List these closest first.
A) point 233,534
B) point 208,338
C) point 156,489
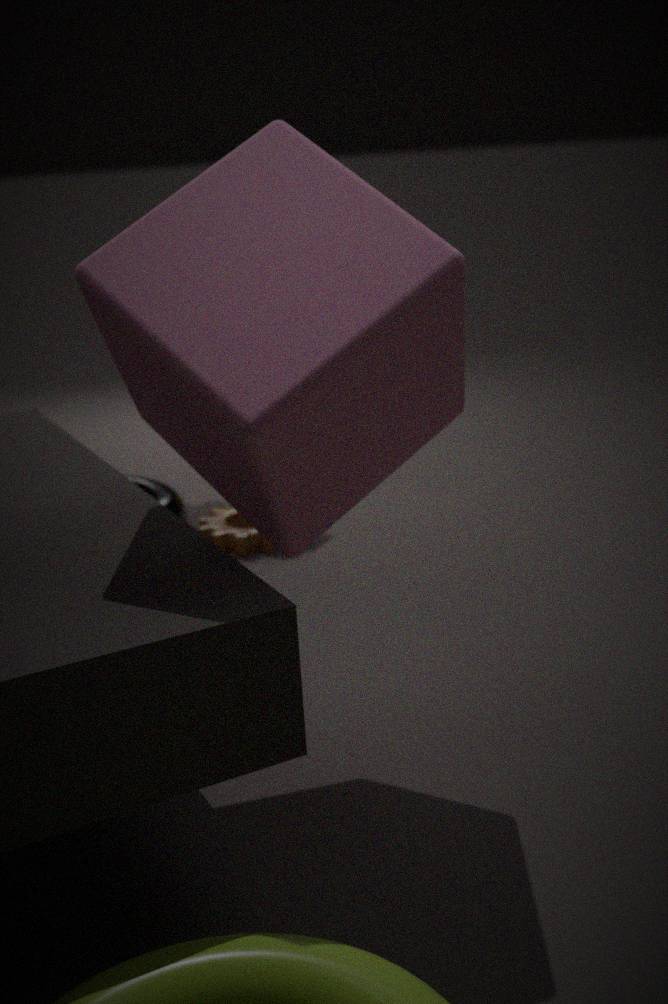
point 208,338 < point 233,534 < point 156,489
